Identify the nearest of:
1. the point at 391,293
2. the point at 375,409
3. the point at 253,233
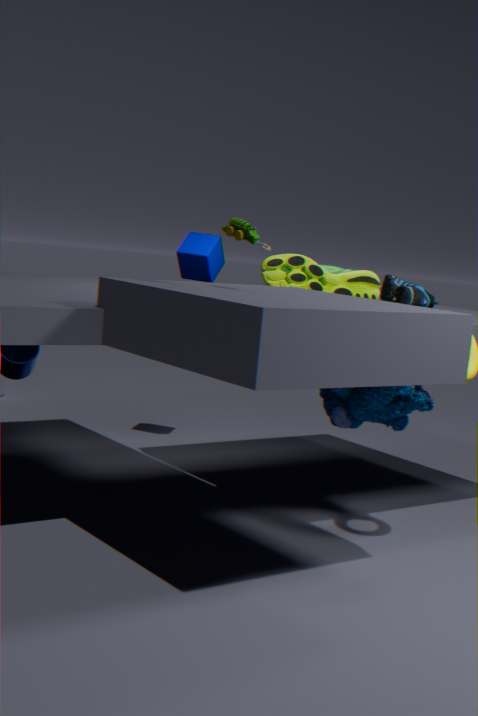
the point at 253,233
